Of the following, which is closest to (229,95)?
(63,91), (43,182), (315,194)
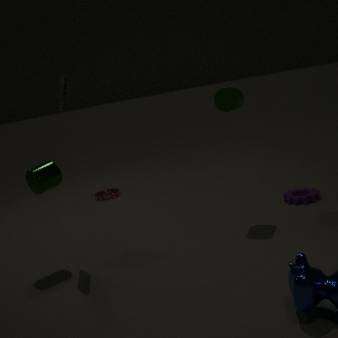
(315,194)
